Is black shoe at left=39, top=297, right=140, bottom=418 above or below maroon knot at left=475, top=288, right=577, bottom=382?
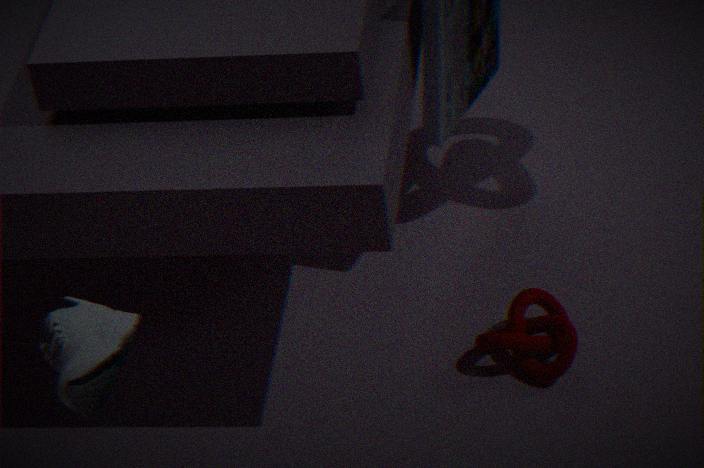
above
